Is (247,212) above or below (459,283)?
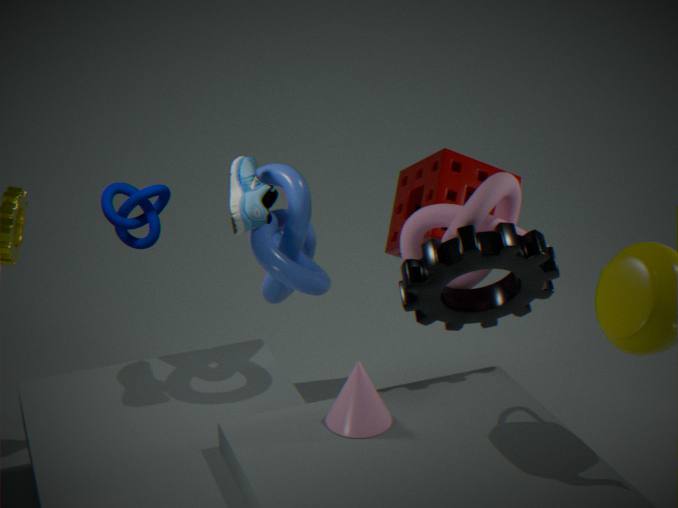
above
